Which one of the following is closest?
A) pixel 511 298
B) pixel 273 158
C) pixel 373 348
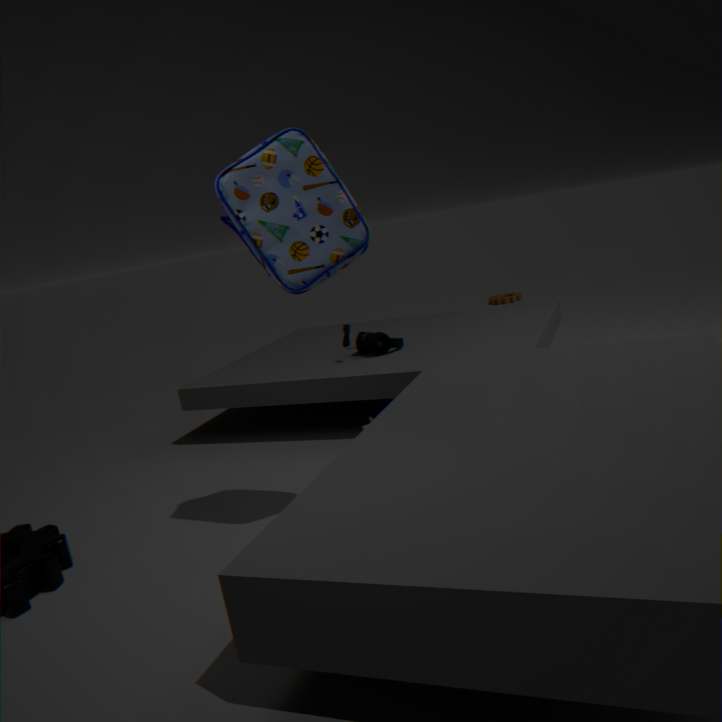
pixel 273 158
